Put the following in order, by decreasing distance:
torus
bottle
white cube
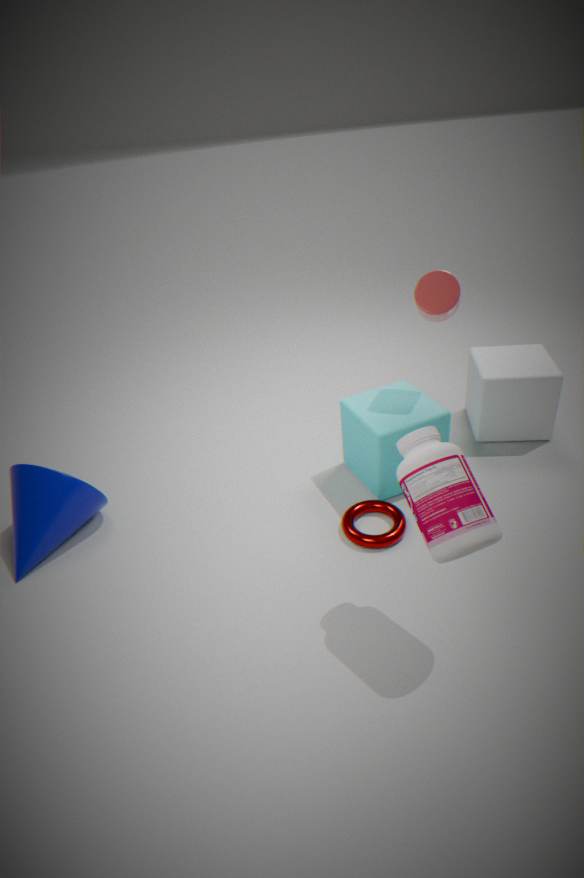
white cube
torus
bottle
